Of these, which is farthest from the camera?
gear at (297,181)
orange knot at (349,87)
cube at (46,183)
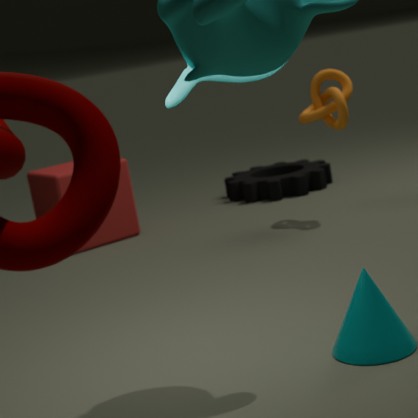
gear at (297,181)
